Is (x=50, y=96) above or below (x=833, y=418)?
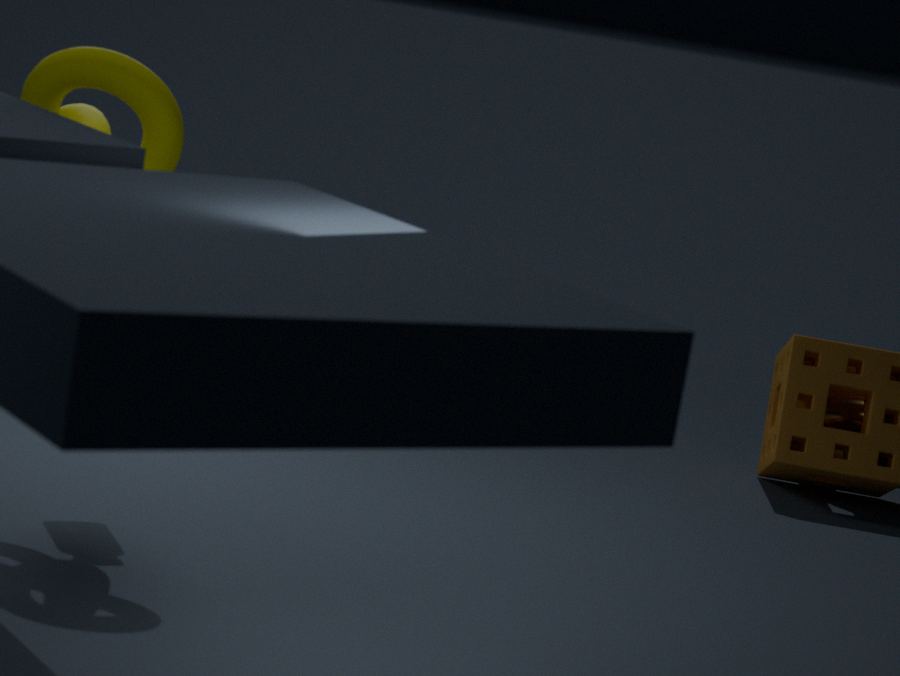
above
